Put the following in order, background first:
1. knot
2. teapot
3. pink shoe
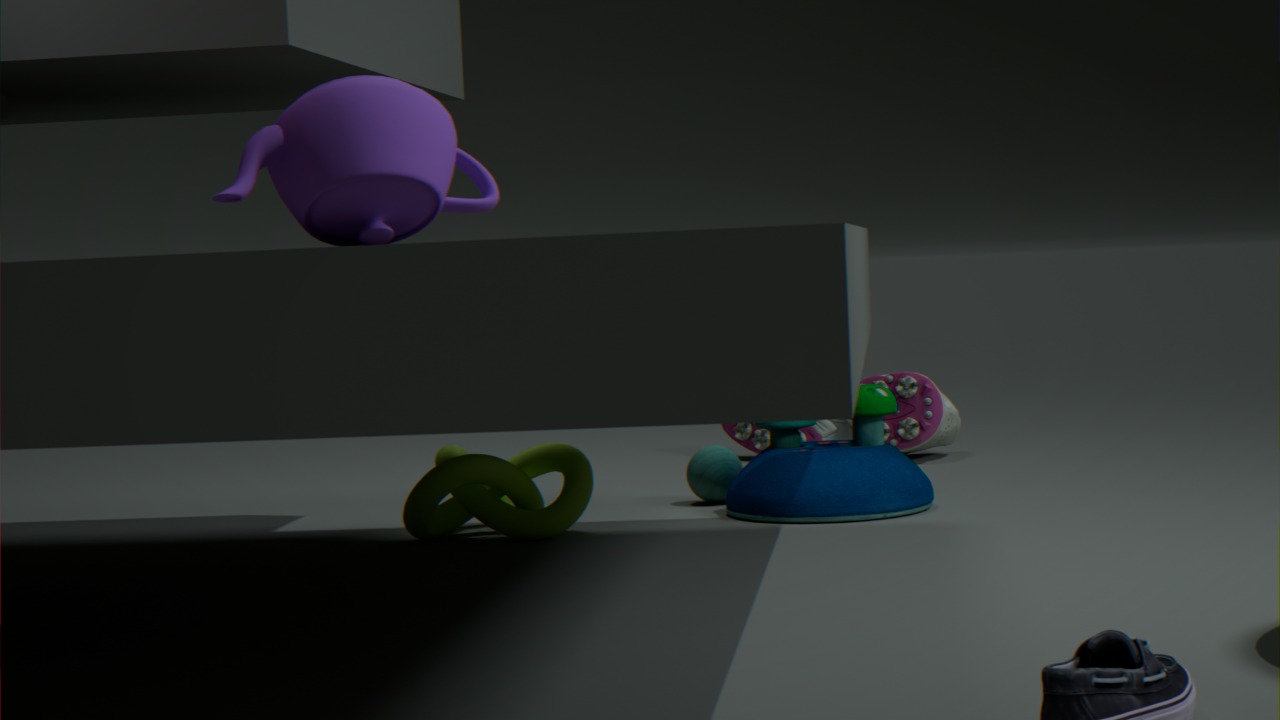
pink shoe
knot
teapot
